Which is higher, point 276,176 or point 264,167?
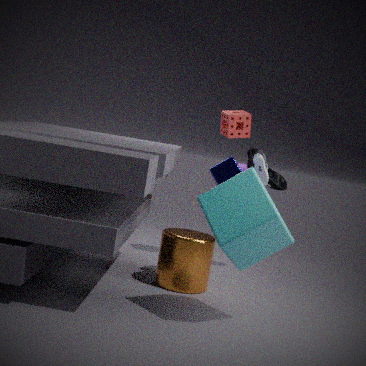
point 264,167
